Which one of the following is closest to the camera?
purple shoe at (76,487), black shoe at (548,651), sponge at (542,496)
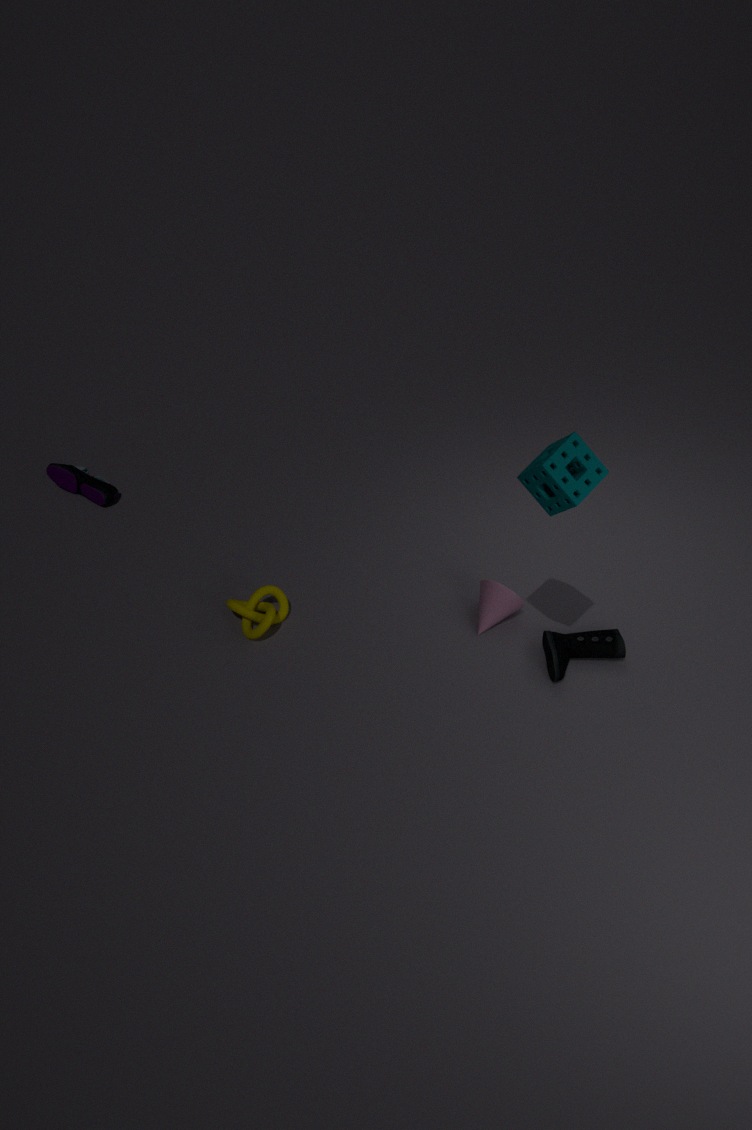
sponge at (542,496)
